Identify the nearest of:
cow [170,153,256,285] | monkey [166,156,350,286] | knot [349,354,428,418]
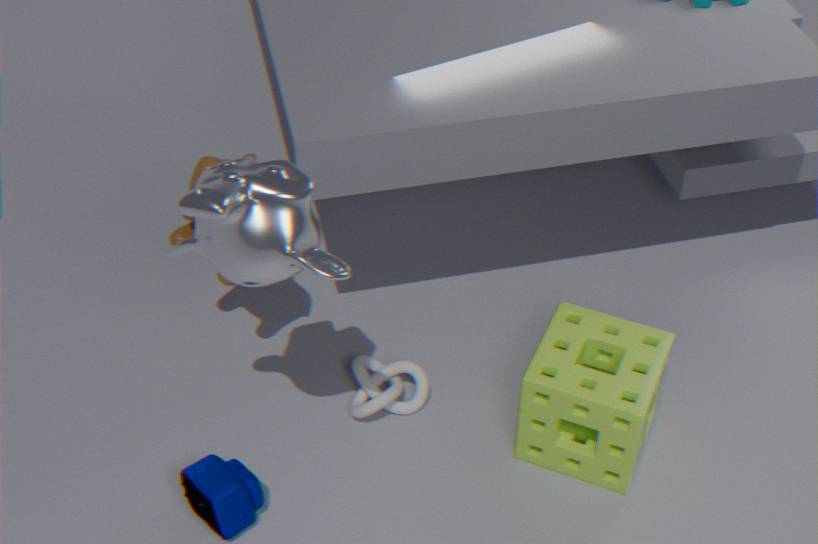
monkey [166,156,350,286]
